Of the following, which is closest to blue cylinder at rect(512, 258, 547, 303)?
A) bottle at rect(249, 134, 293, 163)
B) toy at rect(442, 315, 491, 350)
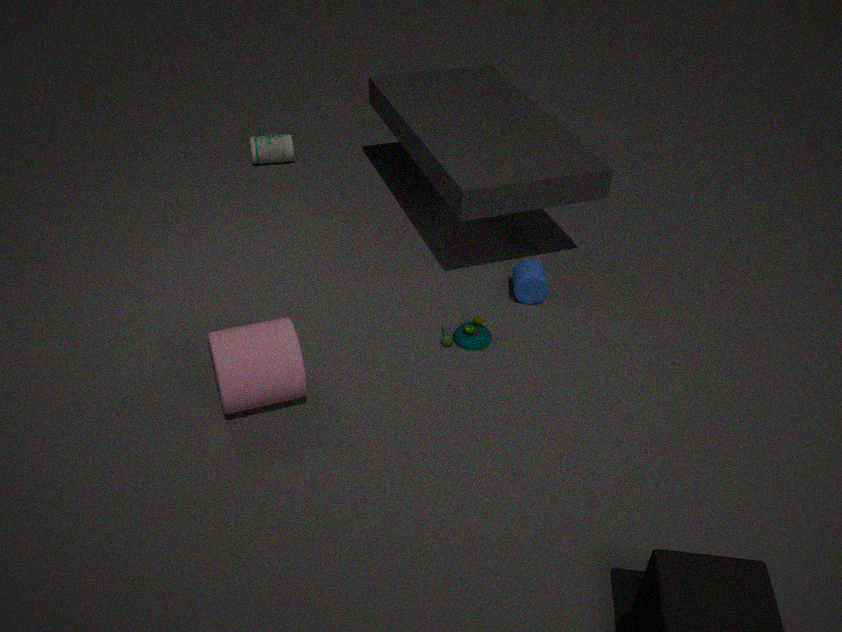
toy at rect(442, 315, 491, 350)
